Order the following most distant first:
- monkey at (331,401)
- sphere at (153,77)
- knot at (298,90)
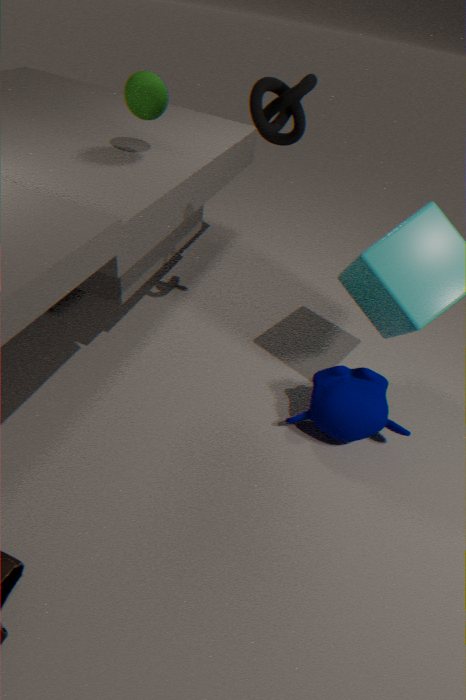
1. sphere at (153,77)
2. monkey at (331,401)
3. knot at (298,90)
